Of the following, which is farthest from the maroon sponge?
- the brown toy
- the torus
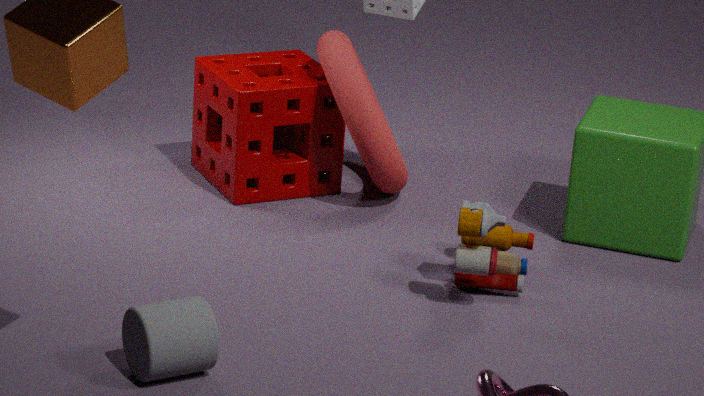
the brown toy
